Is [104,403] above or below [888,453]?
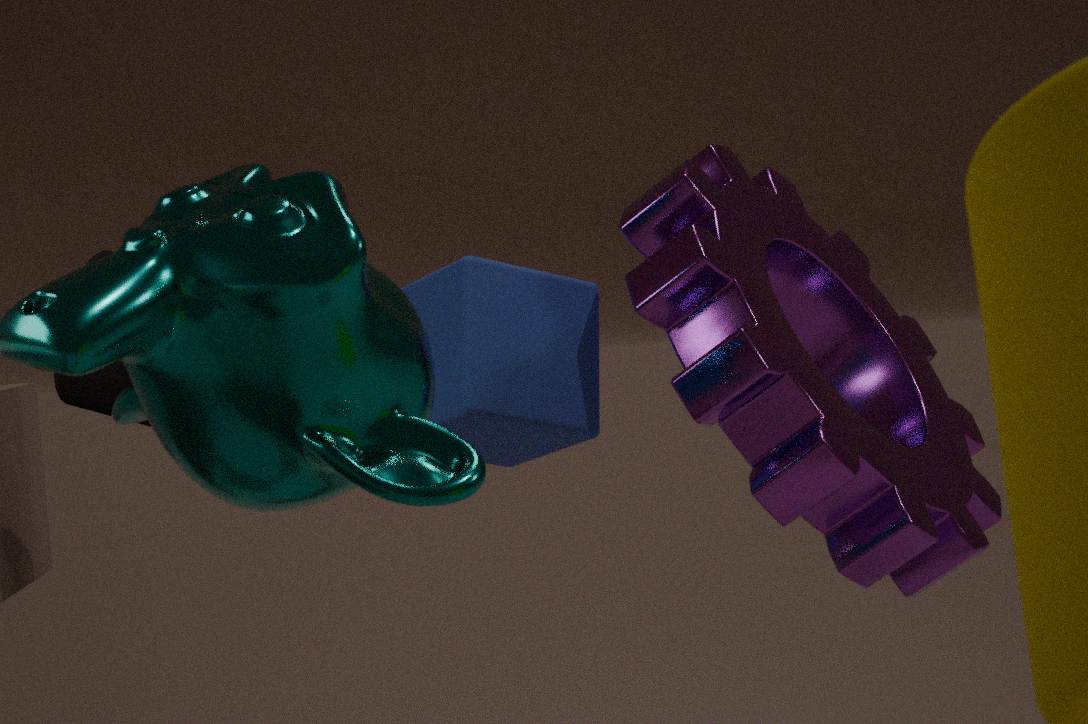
above
